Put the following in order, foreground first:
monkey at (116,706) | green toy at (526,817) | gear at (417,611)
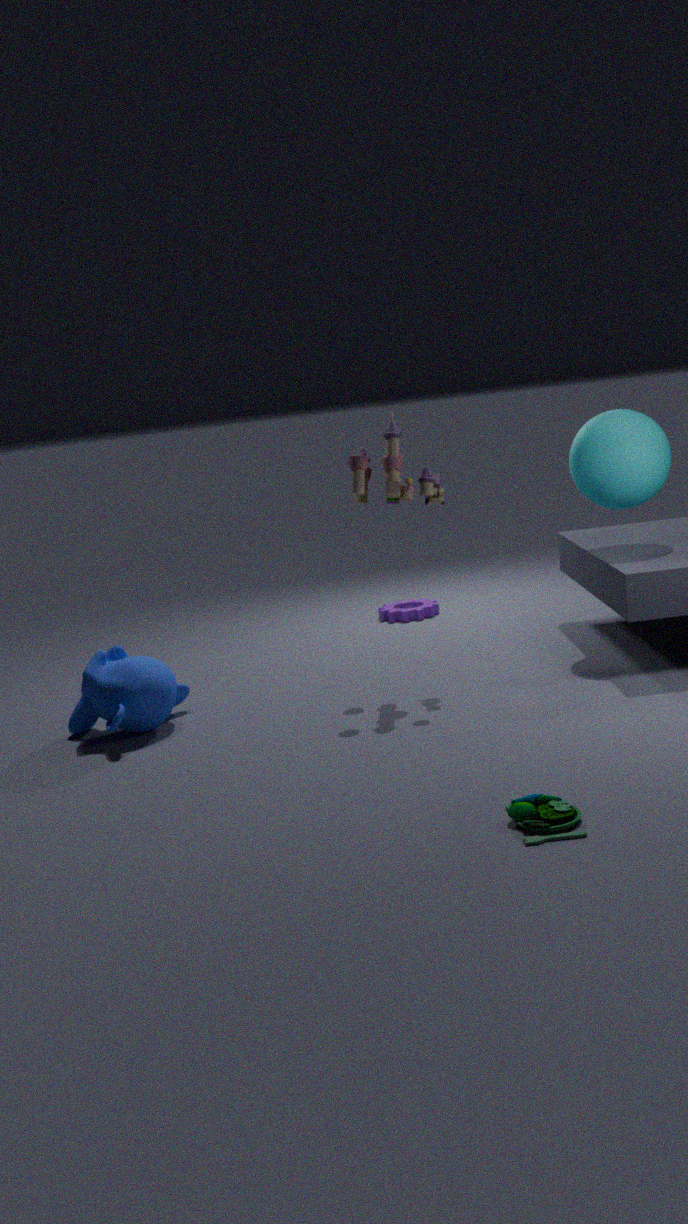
green toy at (526,817), monkey at (116,706), gear at (417,611)
